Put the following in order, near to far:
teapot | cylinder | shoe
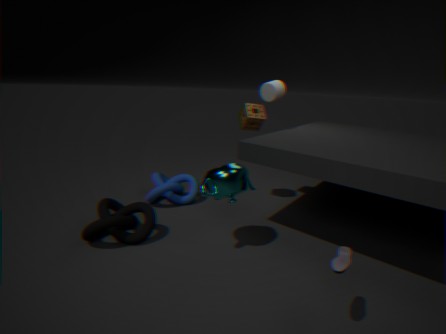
1. shoe
2. teapot
3. cylinder
